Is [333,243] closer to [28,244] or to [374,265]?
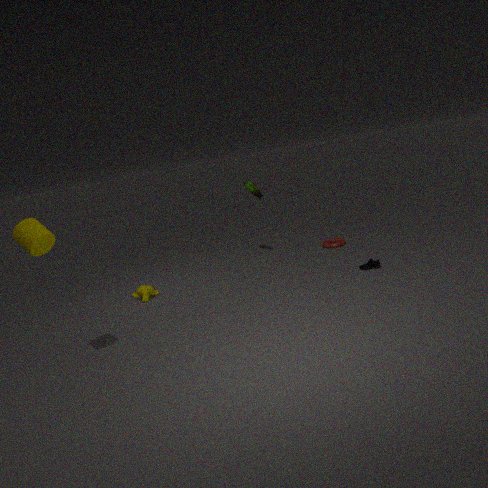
[374,265]
